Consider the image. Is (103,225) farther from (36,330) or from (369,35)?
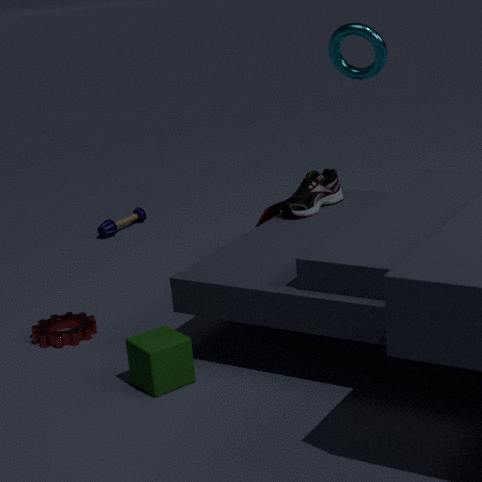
(369,35)
